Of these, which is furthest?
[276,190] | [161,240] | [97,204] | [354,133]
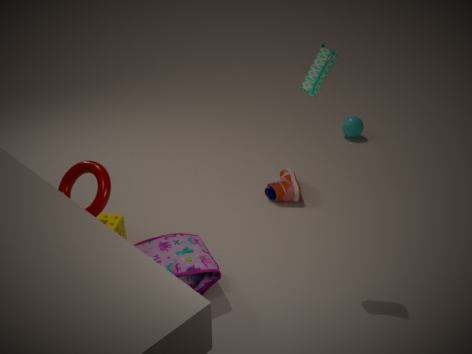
[354,133]
